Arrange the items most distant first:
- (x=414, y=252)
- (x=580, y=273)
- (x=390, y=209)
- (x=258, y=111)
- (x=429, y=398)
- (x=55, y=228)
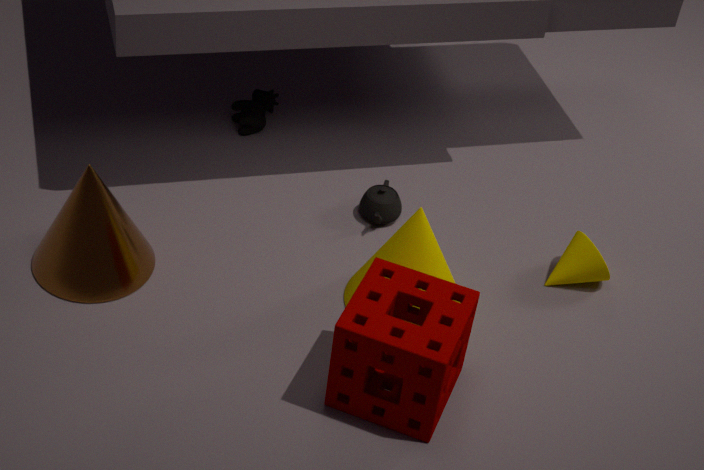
1. (x=258, y=111)
2. (x=390, y=209)
3. (x=580, y=273)
4. (x=55, y=228)
5. (x=414, y=252)
6. (x=429, y=398)
